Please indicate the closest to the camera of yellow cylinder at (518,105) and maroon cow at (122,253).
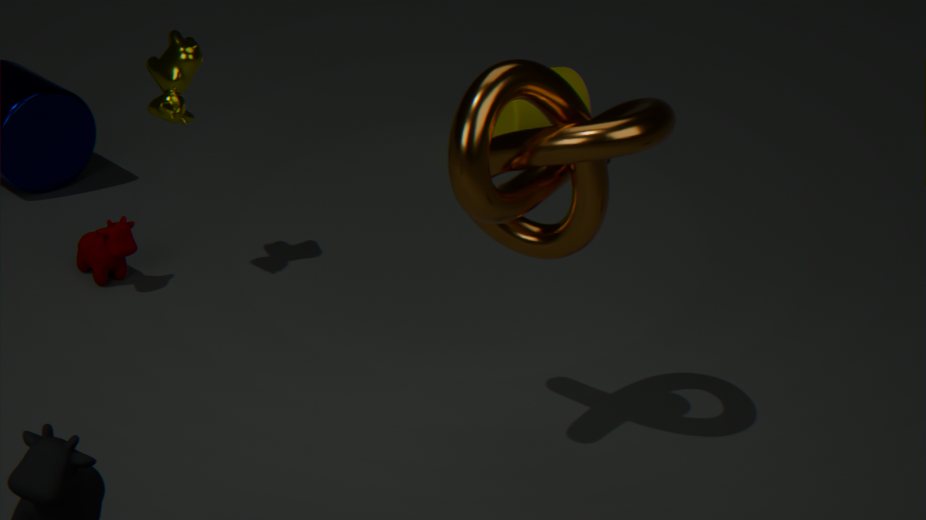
maroon cow at (122,253)
